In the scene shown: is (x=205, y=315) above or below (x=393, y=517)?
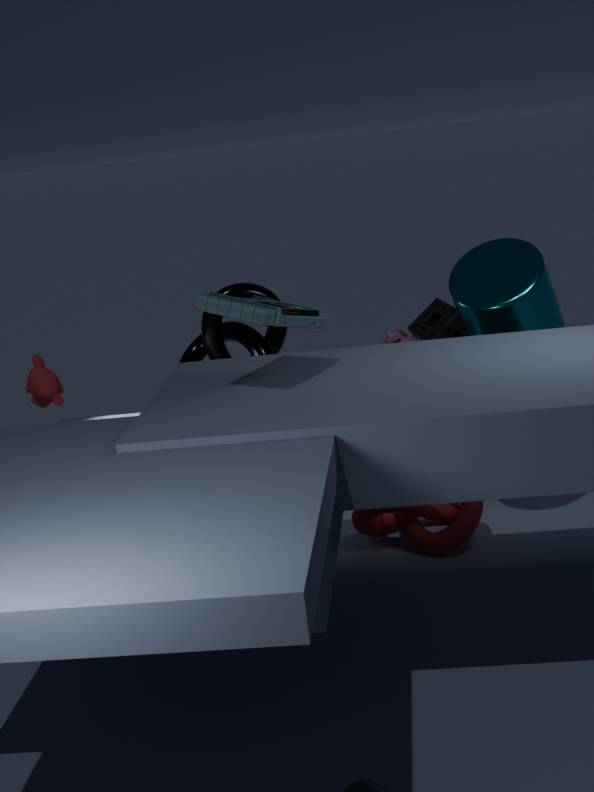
above
